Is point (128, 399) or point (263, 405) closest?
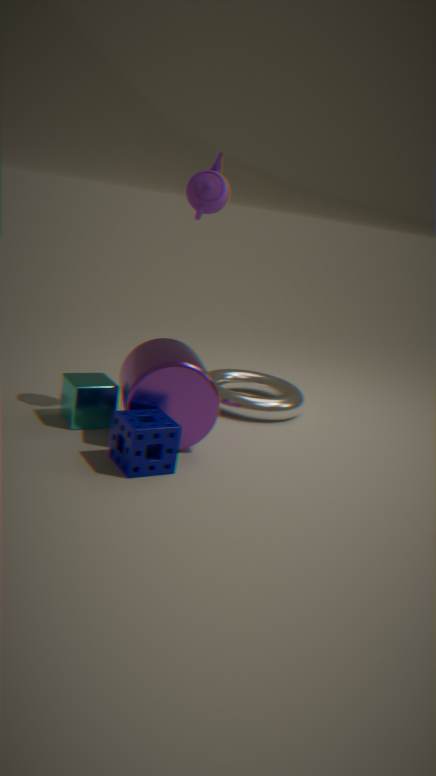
point (128, 399)
